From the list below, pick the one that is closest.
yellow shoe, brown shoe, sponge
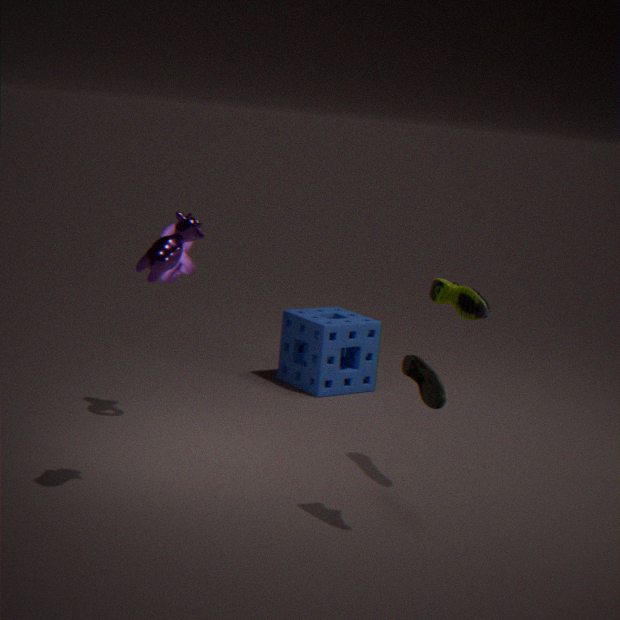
yellow shoe
